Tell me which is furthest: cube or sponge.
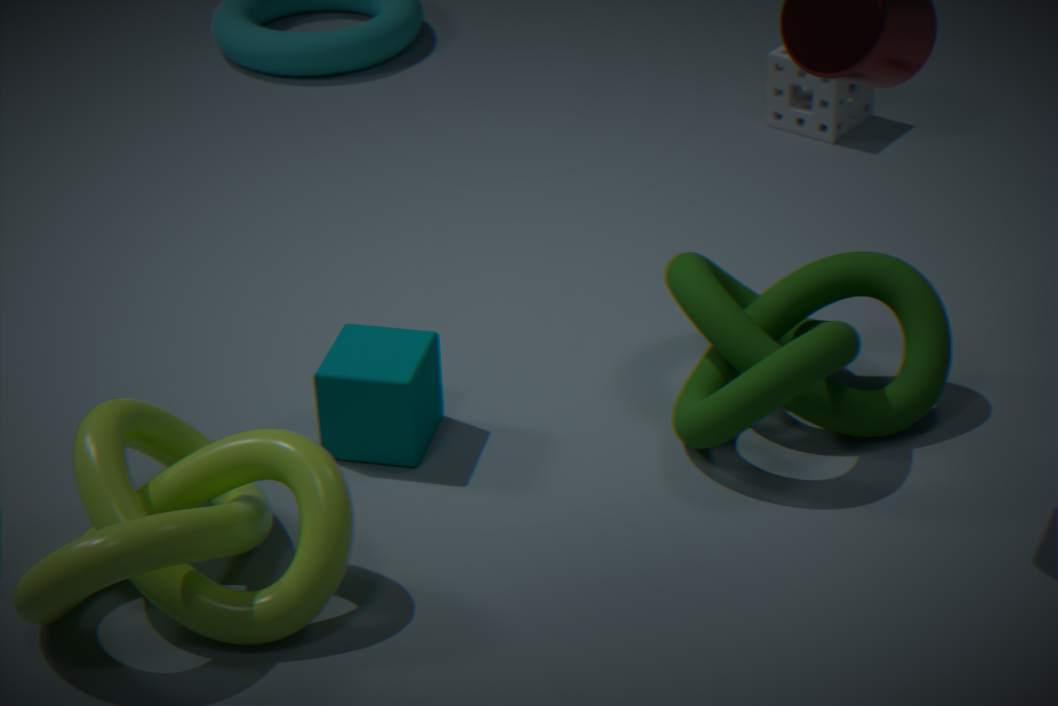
sponge
